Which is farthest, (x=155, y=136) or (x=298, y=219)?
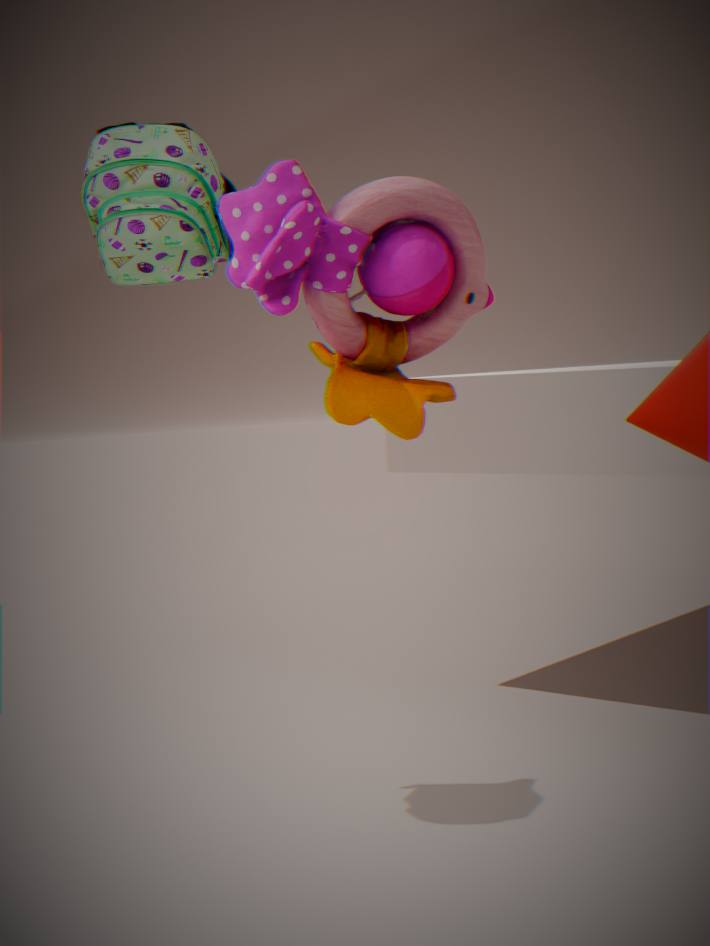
(x=155, y=136)
